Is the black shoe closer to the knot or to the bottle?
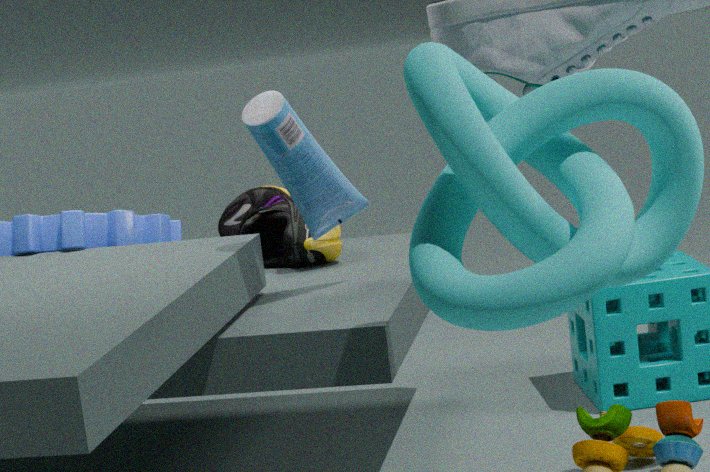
the bottle
